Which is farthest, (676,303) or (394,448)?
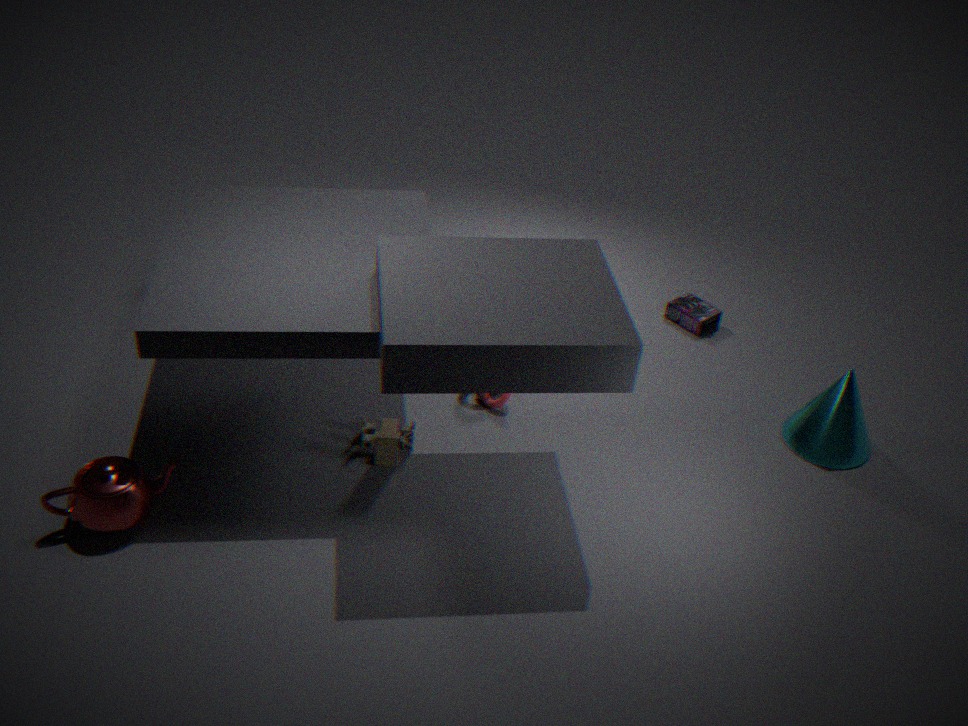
(676,303)
